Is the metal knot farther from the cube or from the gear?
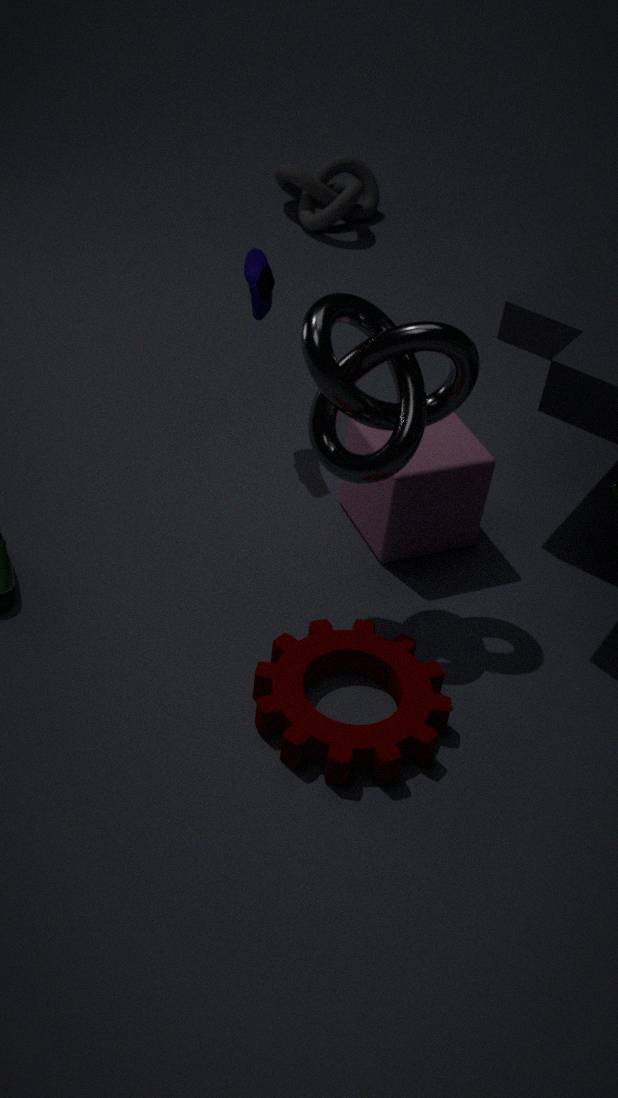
the gear
